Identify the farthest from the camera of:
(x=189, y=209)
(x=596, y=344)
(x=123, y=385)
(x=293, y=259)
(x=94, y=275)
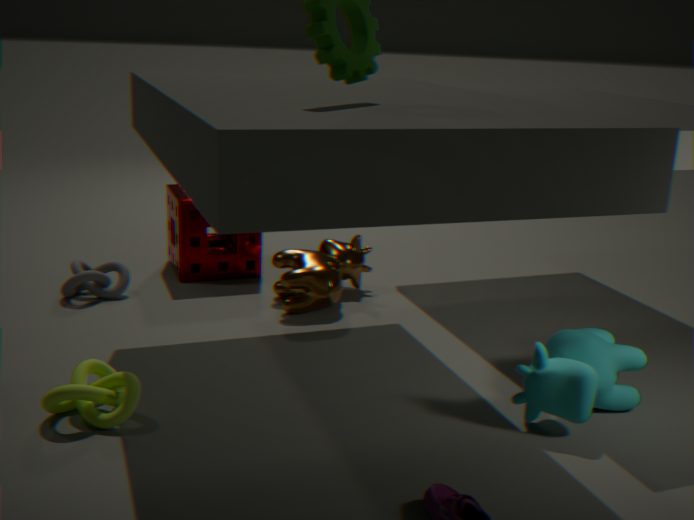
(x=189, y=209)
